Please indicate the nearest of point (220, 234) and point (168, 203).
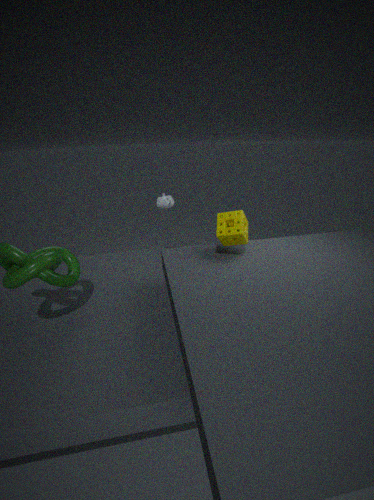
point (220, 234)
